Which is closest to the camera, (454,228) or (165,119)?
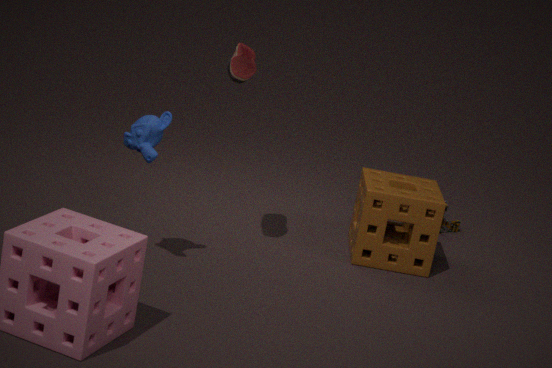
(165,119)
